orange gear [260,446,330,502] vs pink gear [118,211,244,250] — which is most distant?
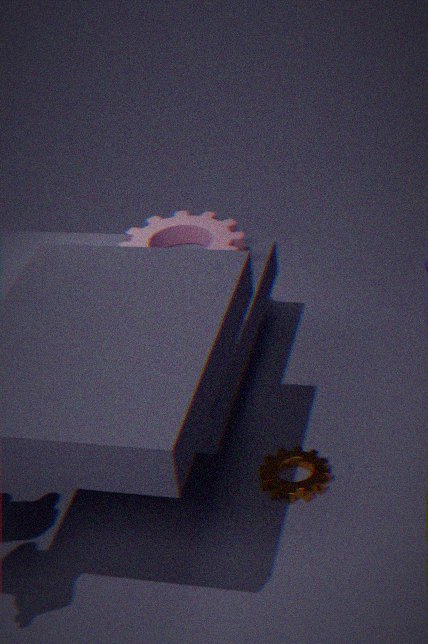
pink gear [118,211,244,250]
